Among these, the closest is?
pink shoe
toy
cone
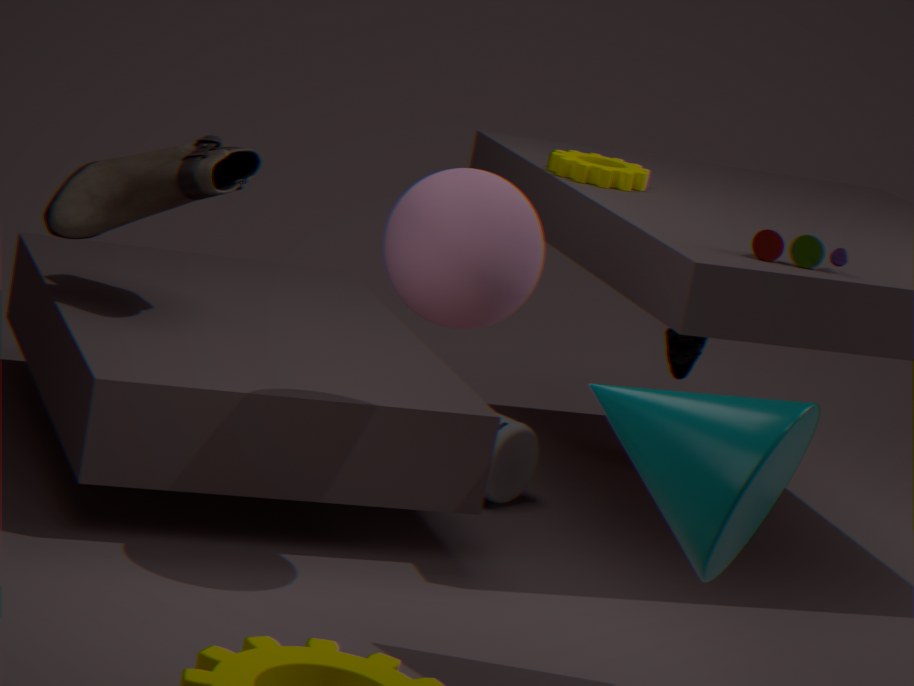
cone
